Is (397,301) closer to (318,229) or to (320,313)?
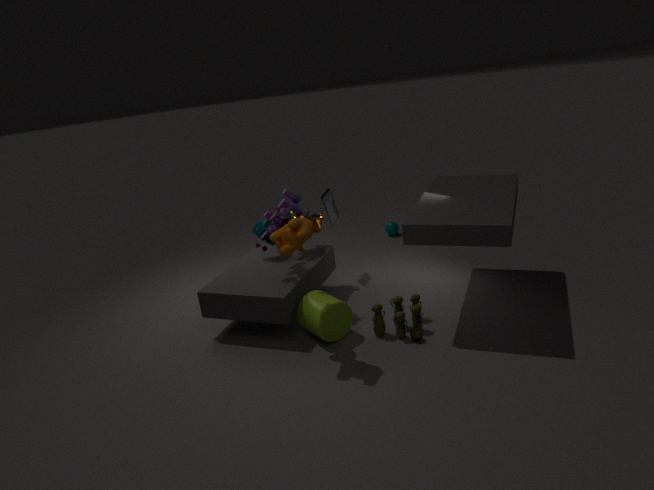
(320,313)
